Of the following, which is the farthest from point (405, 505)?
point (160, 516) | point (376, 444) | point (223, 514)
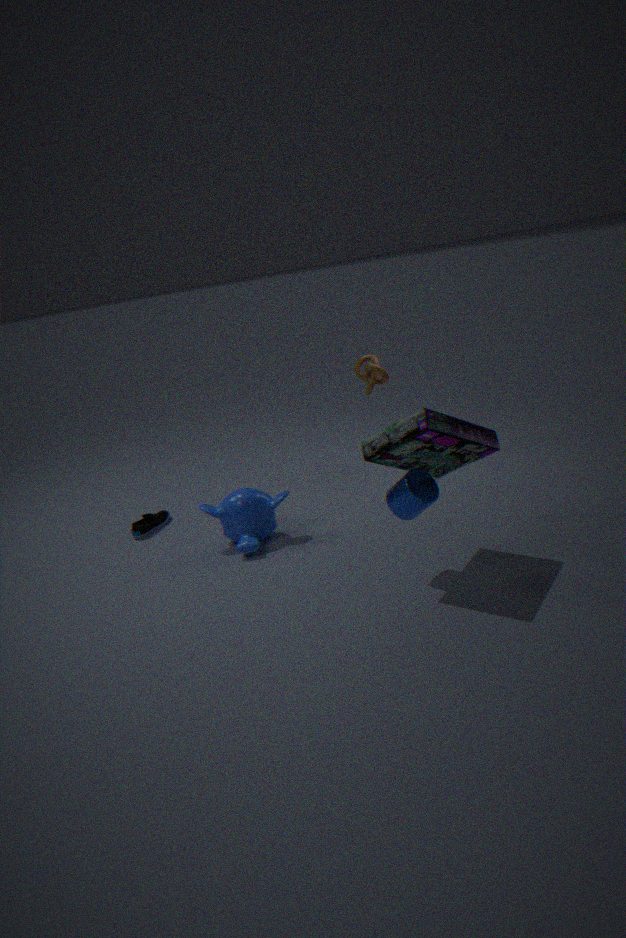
point (160, 516)
